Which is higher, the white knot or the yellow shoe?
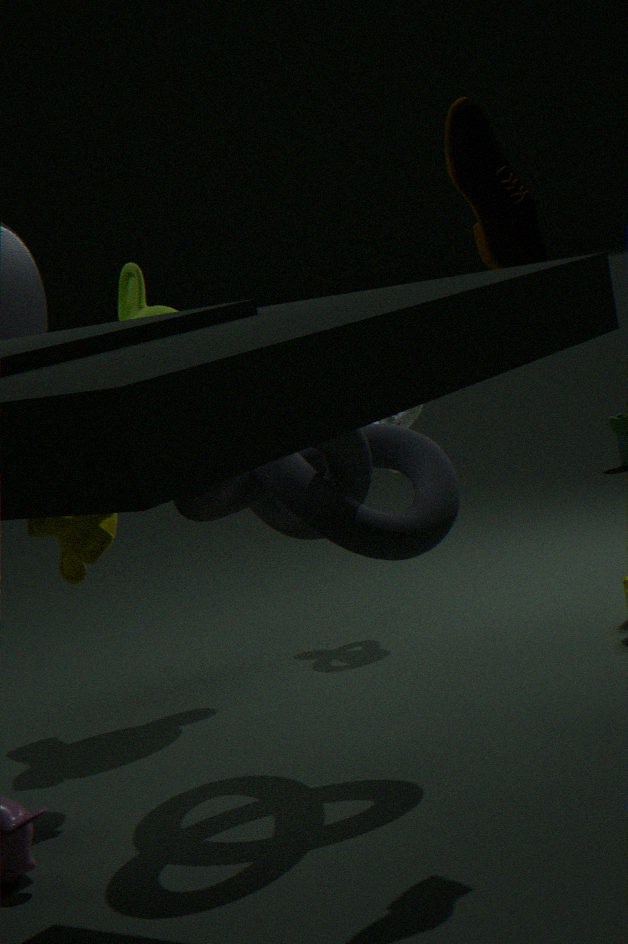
the yellow shoe
